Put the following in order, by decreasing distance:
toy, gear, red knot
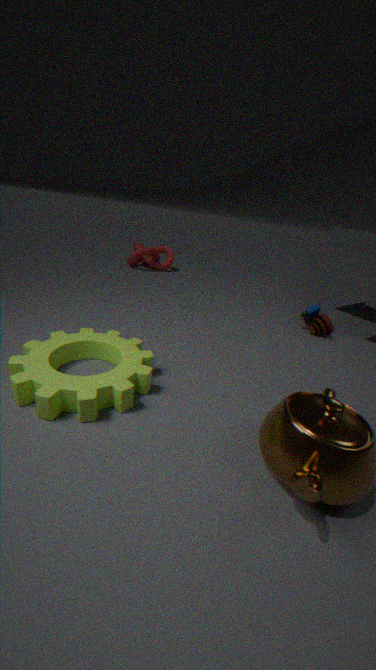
red knot → toy → gear
